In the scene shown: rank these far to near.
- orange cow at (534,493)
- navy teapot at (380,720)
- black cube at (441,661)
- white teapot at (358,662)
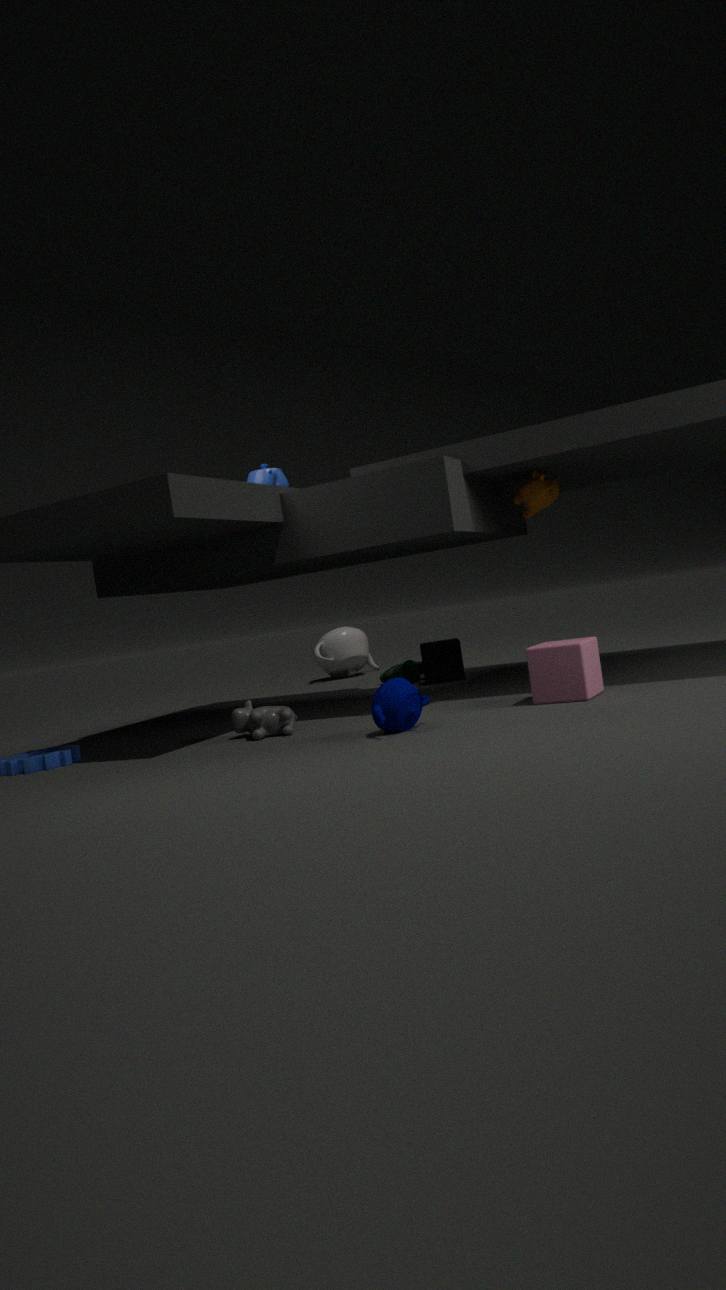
1. white teapot at (358,662)
2. black cube at (441,661)
3. orange cow at (534,493)
4. navy teapot at (380,720)
